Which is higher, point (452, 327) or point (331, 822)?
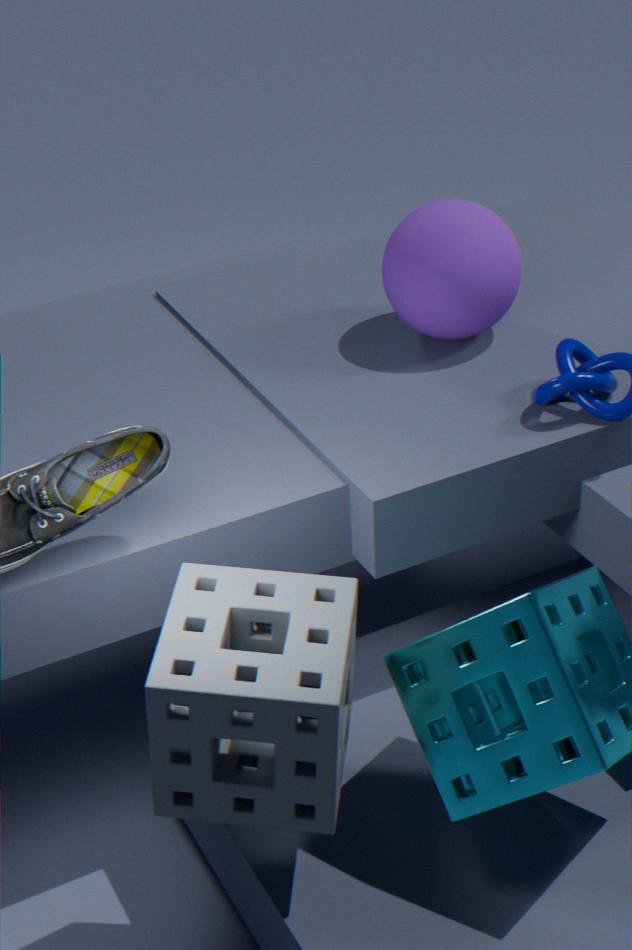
point (452, 327)
